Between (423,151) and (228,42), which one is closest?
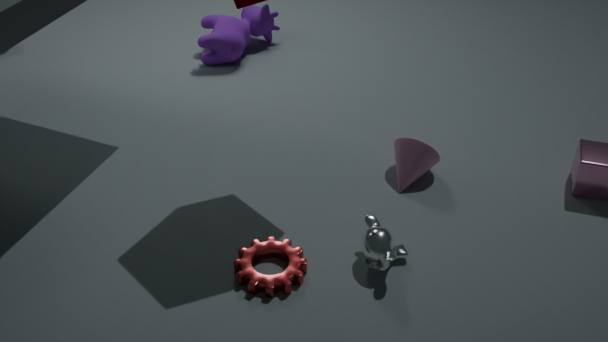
(423,151)
